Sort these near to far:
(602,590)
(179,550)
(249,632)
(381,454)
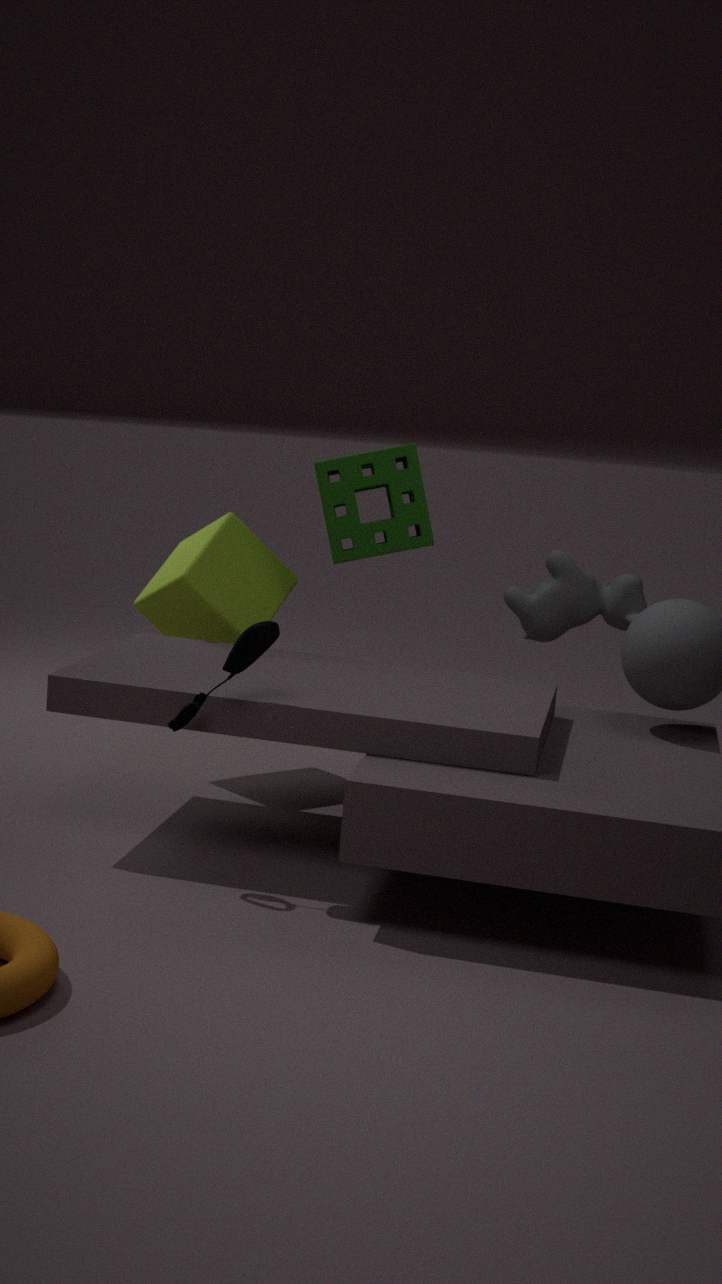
(249,632) → (381,454) → (602,590) → (179,550)
